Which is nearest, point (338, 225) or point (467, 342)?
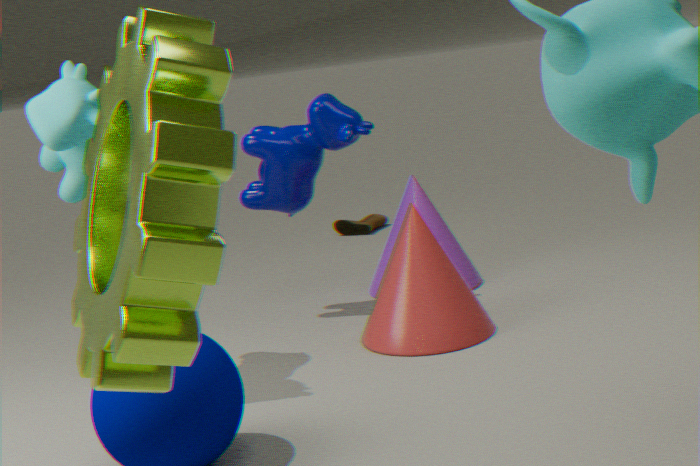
point (467, 342)
